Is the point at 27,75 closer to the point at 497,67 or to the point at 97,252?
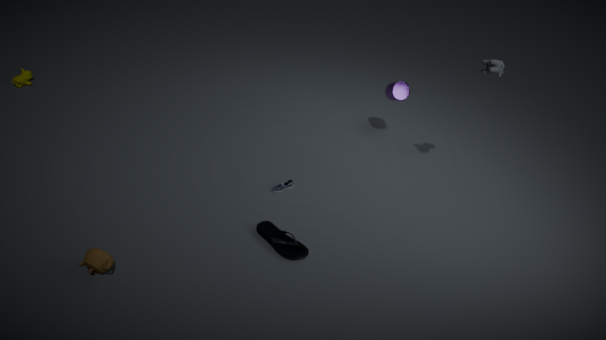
the point at 97,252
